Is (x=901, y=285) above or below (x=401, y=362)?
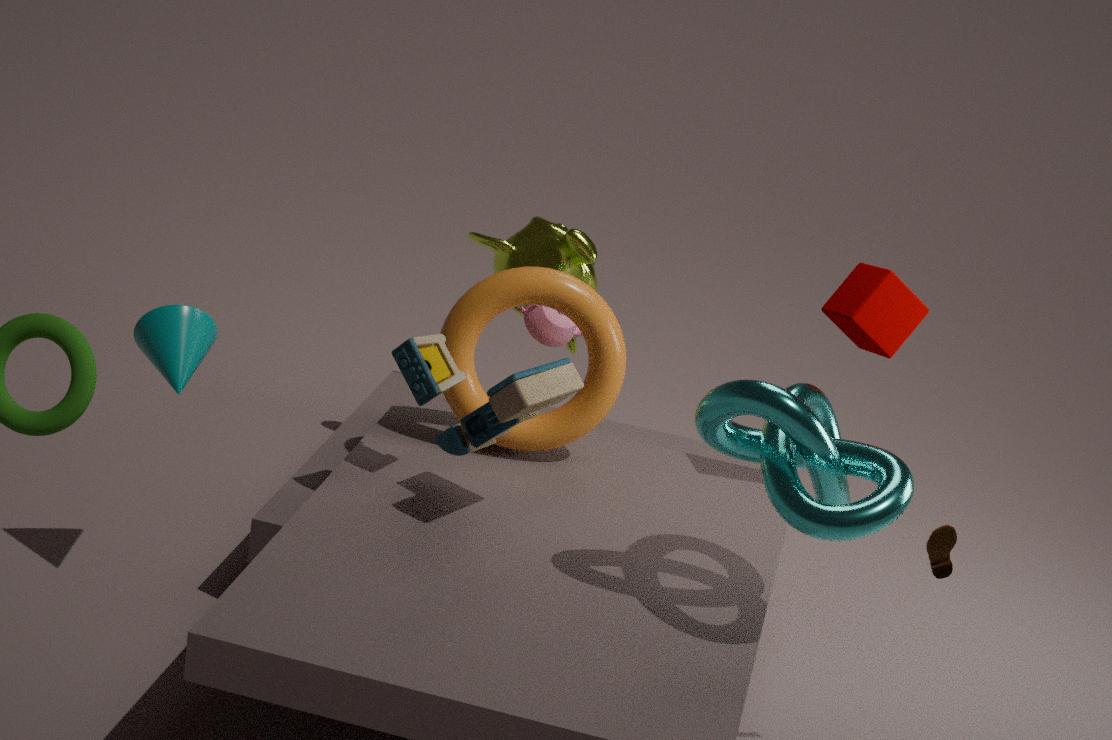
above
